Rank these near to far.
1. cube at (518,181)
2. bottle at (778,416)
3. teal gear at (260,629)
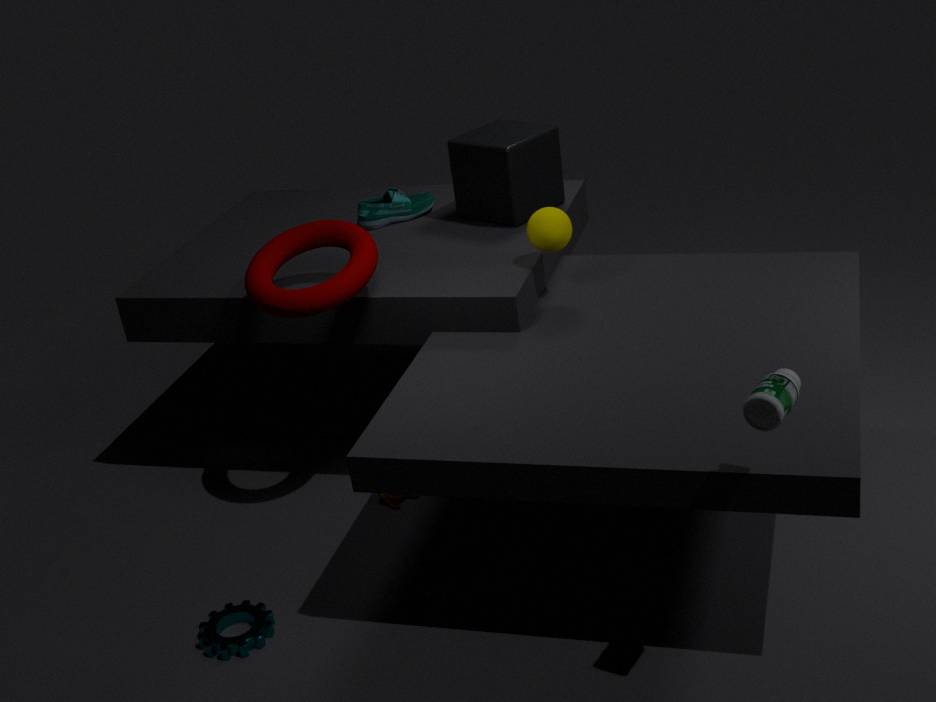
bottle at (778,416) < teal gear at (260,629) < cube at (518,181)
